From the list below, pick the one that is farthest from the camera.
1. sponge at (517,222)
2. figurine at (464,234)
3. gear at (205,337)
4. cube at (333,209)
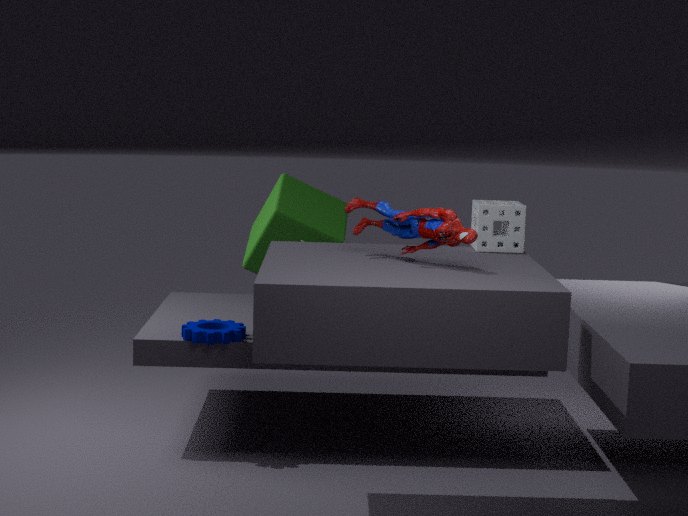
cube at (333,209)
